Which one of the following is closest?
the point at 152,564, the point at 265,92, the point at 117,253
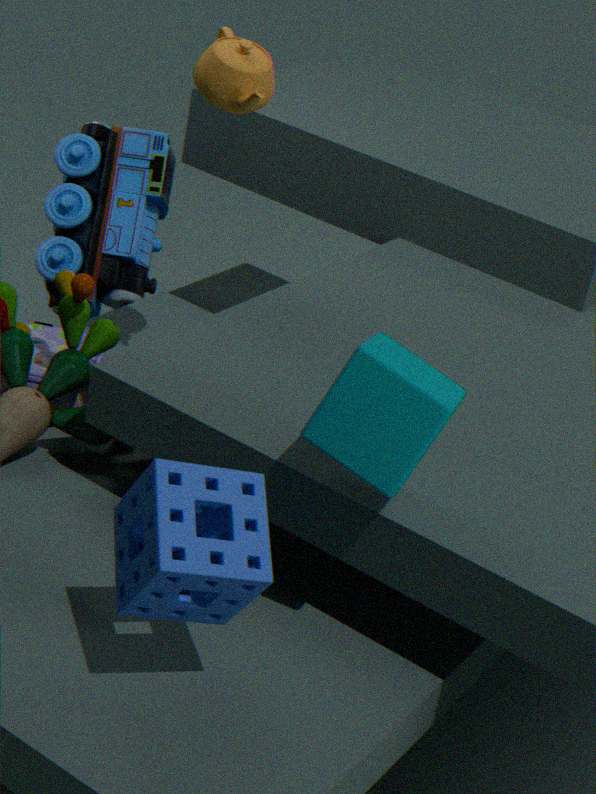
the point at 152,564
